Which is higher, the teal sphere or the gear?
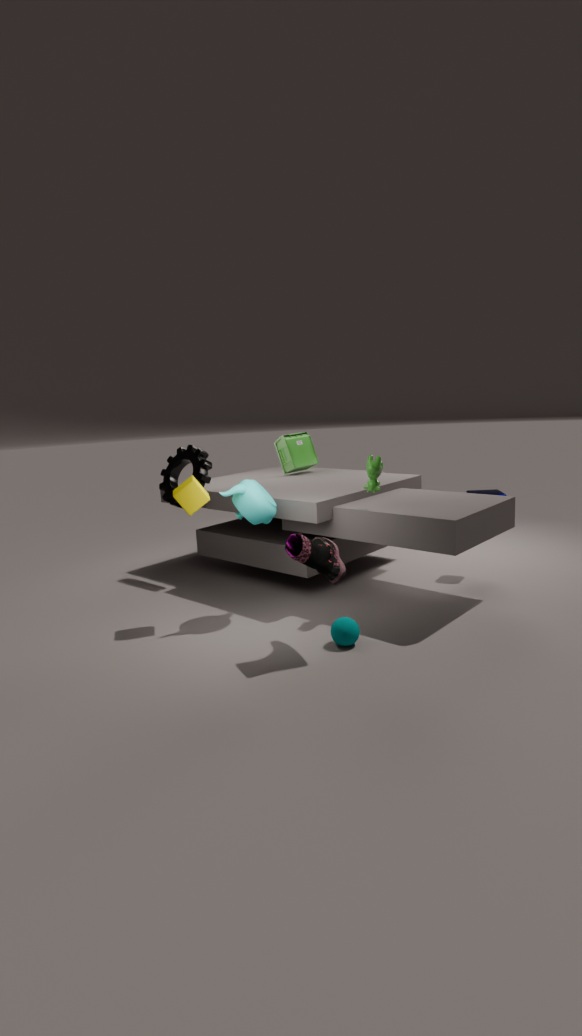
the gear
